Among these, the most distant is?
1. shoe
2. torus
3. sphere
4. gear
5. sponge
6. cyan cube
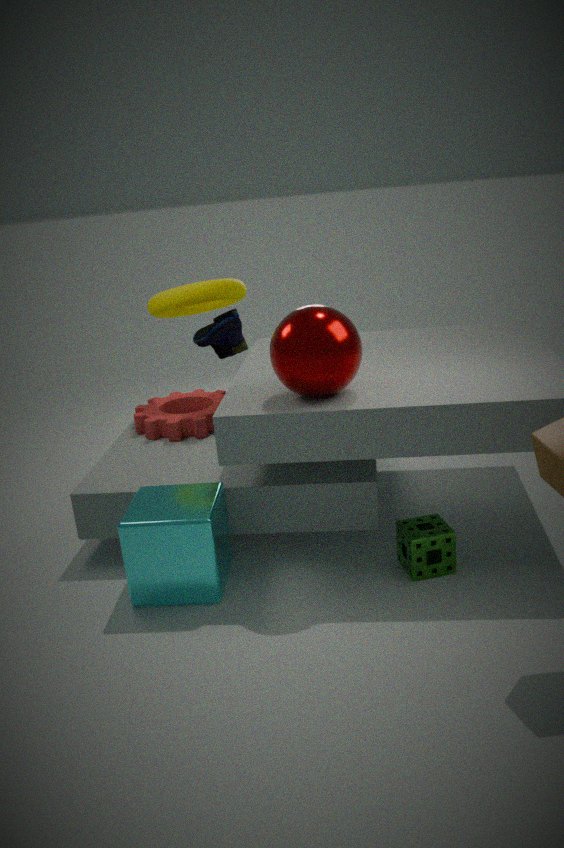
torus
